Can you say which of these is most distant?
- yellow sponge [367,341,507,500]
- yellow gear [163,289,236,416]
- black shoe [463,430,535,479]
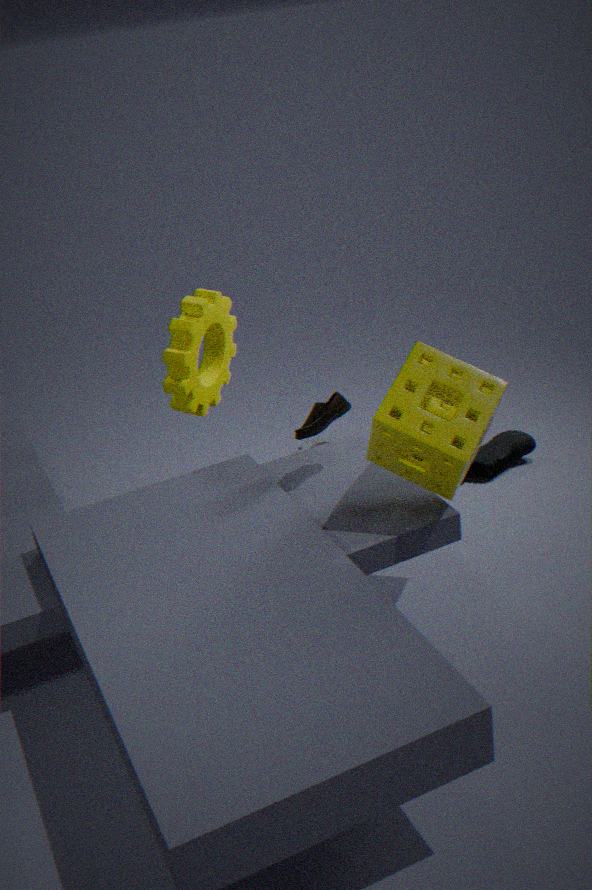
black shoe [463,430,535,479]
